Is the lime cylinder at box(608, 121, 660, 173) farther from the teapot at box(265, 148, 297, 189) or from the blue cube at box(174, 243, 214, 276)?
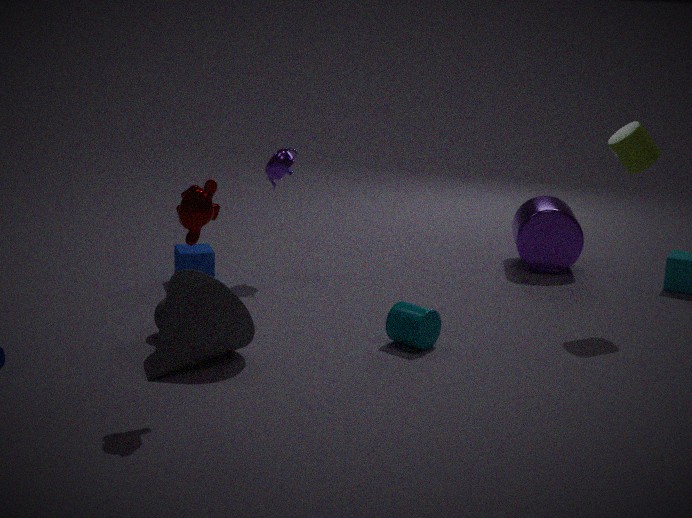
the blue cube at box(174, 243, 214, 276)
